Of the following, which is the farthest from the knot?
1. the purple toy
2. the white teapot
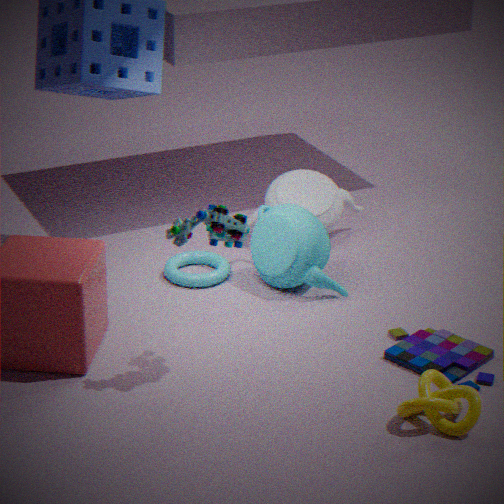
the white teapot
